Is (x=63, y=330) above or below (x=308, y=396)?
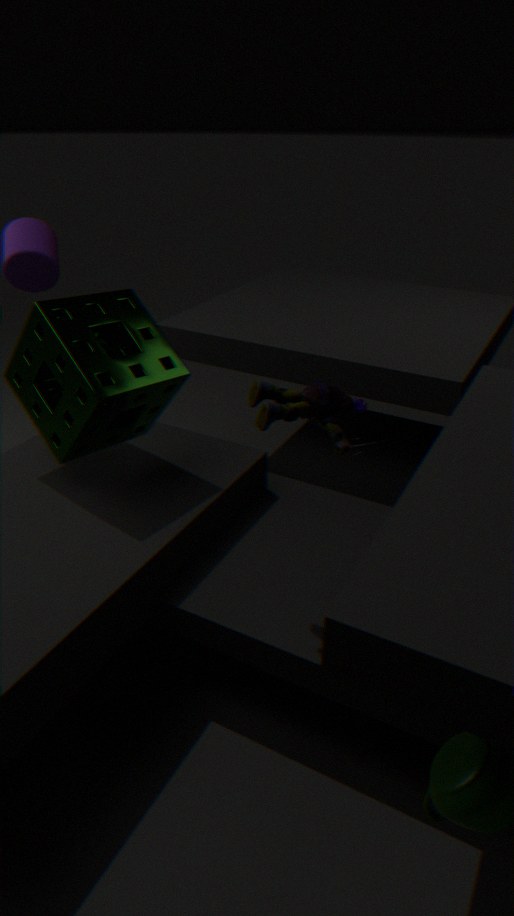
below
